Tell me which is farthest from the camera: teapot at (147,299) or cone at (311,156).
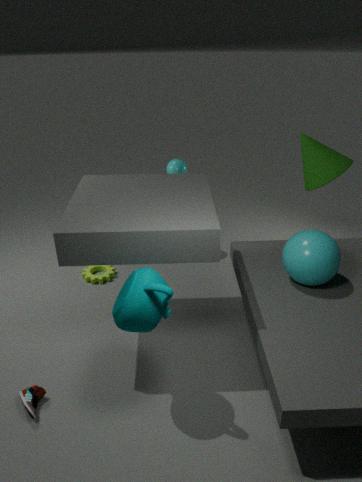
cone at (311,156)
